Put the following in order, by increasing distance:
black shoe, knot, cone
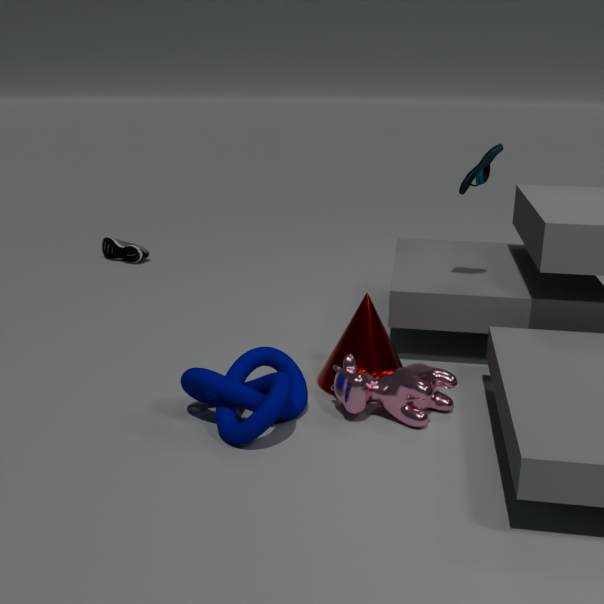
knot
cone
black shoe
